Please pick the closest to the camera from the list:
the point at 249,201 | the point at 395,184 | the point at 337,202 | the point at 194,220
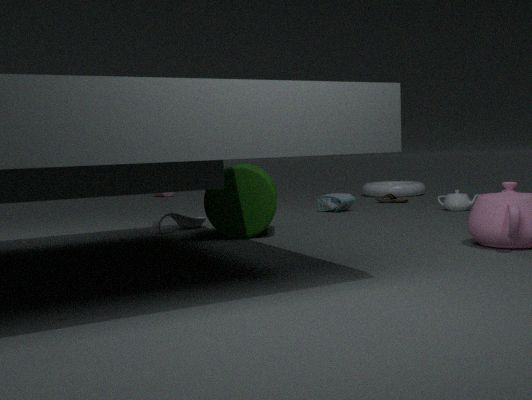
the point at 249,201
